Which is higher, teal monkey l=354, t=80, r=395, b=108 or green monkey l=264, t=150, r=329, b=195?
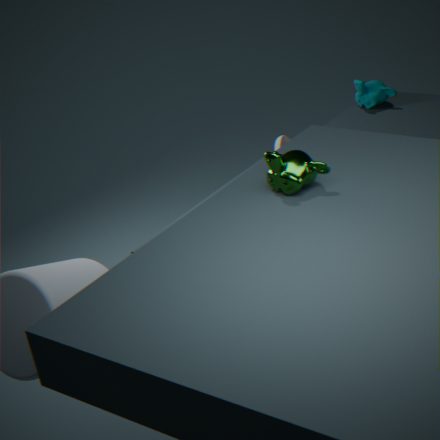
green monkey l=264, t=150, r=329, b=195
